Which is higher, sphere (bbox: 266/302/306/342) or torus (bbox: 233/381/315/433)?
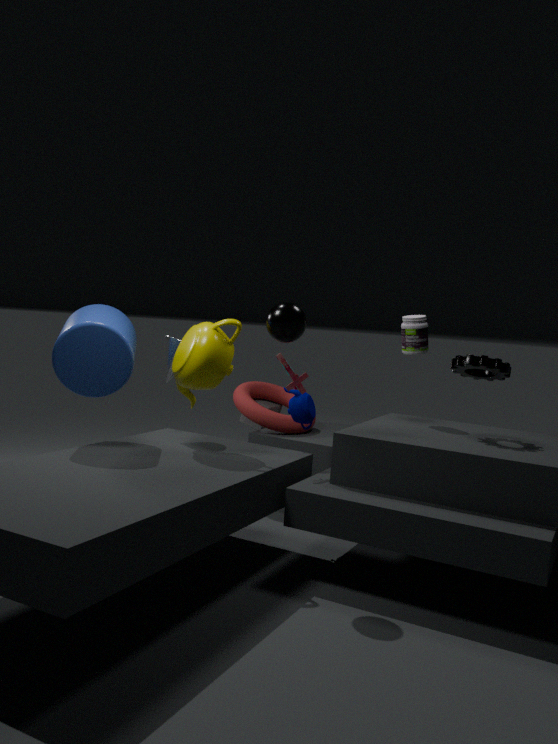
sphere (bbox: 266/302/306/342)
